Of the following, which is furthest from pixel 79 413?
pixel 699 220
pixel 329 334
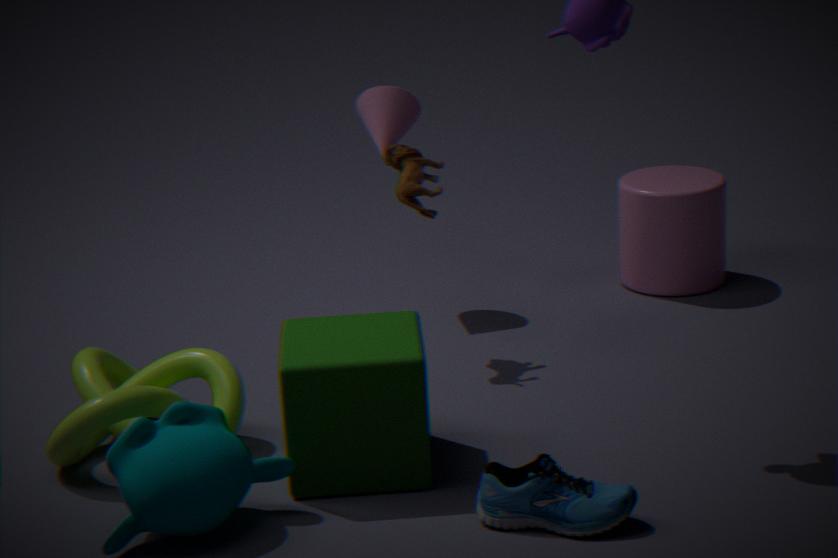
pixel 699 220
